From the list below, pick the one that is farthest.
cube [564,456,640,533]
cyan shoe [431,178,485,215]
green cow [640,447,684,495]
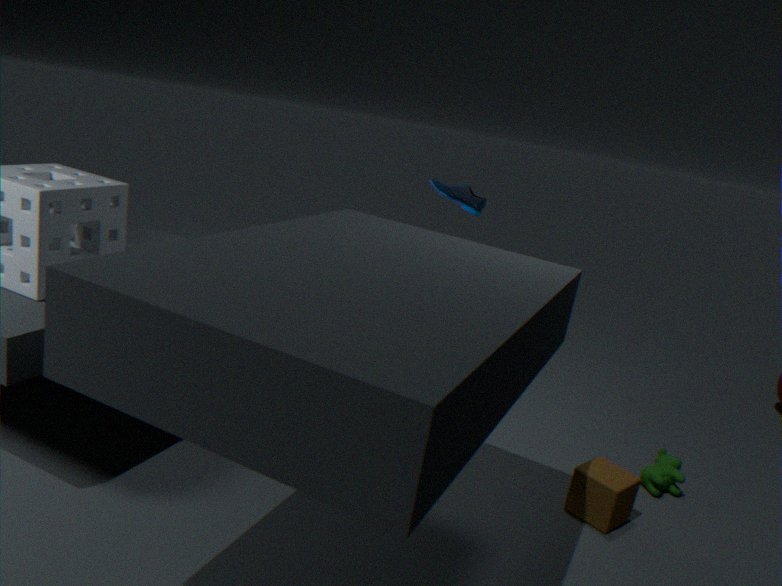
cyan shoe [431,178,485,215]
